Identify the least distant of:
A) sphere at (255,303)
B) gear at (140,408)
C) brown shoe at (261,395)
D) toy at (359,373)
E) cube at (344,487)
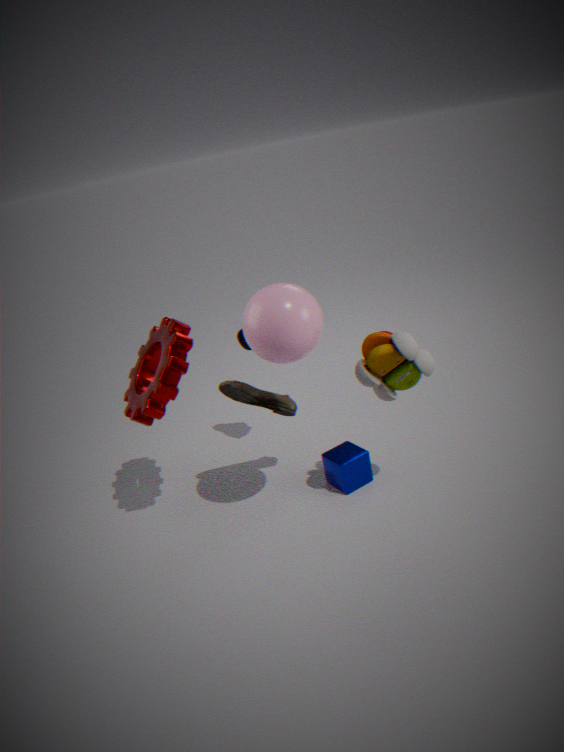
sphere at (255,303)
